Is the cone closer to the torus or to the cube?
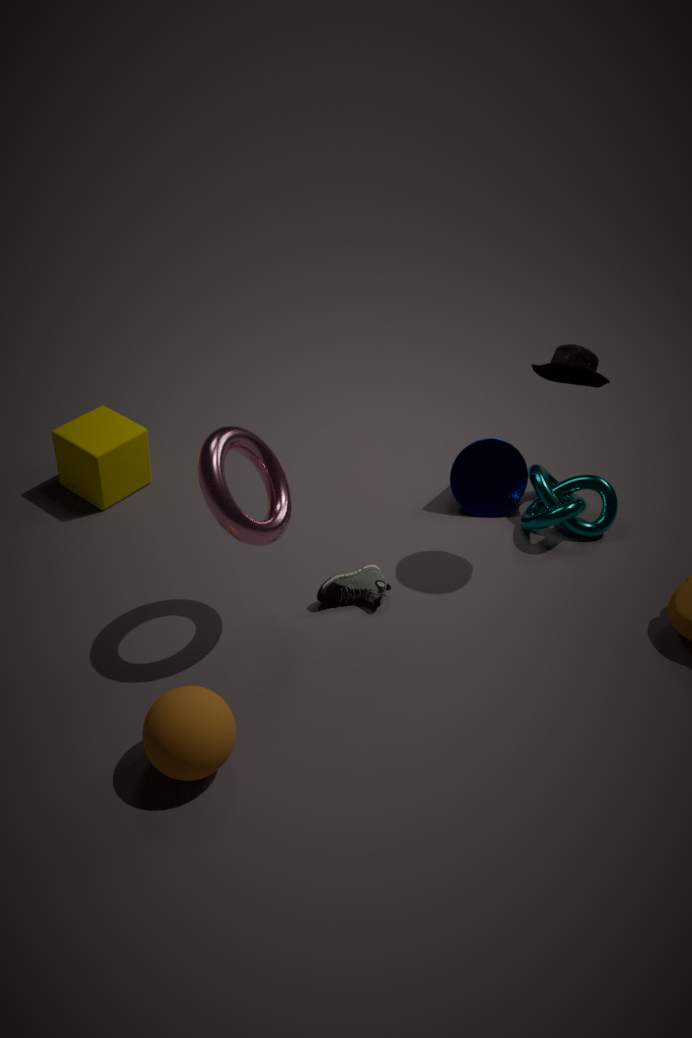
the torus
